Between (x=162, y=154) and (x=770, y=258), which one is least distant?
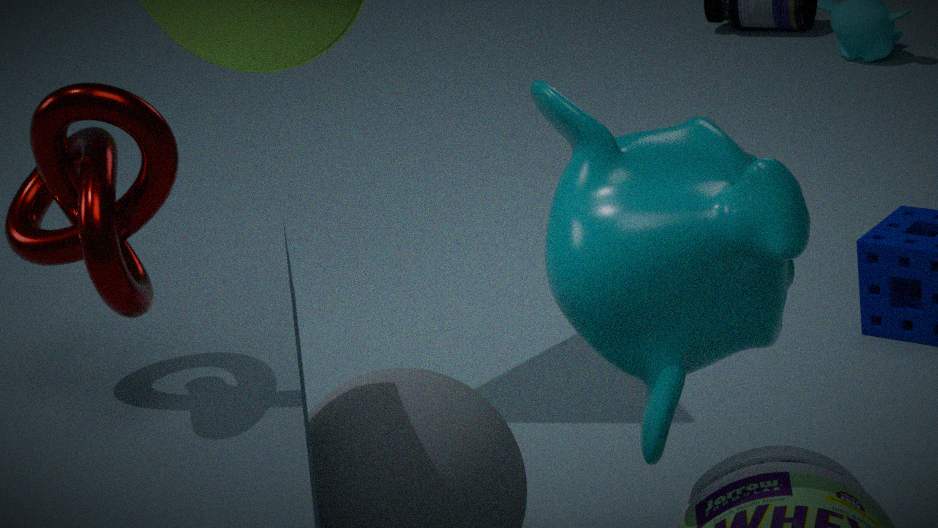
(x=162, y=154)
